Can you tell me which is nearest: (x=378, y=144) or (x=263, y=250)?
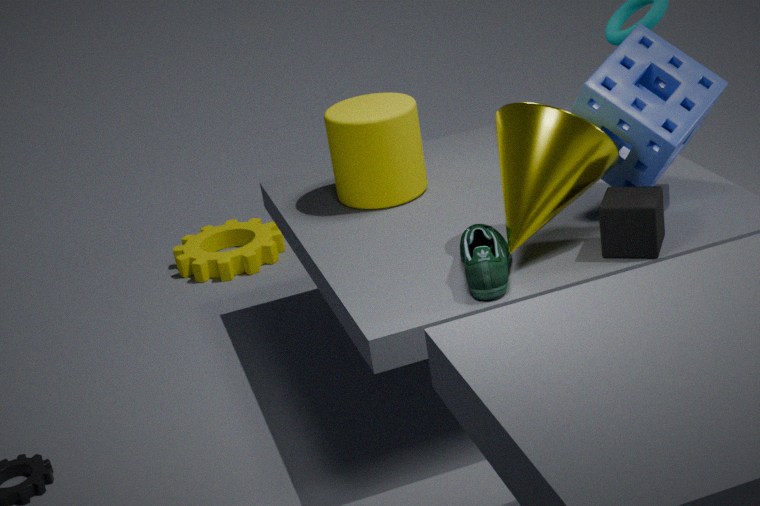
(x=378, y=144)
